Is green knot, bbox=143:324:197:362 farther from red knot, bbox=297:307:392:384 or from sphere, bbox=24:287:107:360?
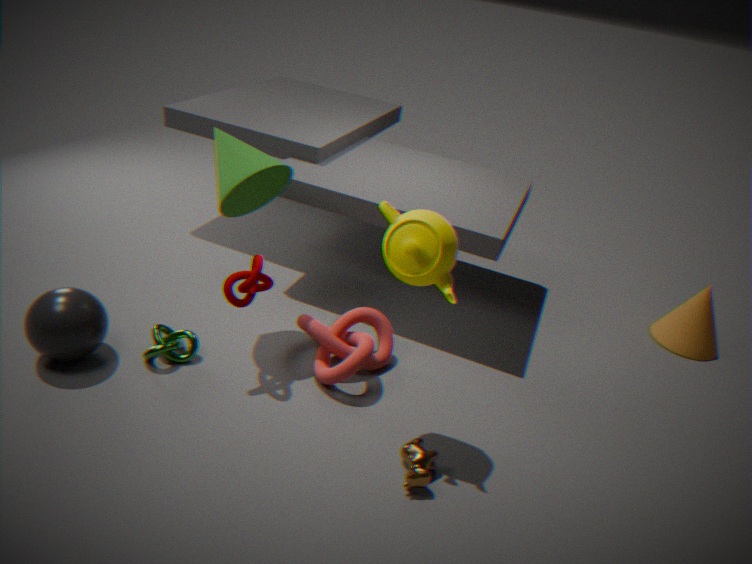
red knot, bbox=297:307:392:384
